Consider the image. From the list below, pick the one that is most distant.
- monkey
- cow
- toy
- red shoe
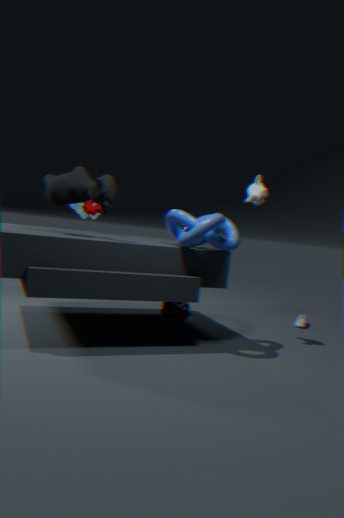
toy
